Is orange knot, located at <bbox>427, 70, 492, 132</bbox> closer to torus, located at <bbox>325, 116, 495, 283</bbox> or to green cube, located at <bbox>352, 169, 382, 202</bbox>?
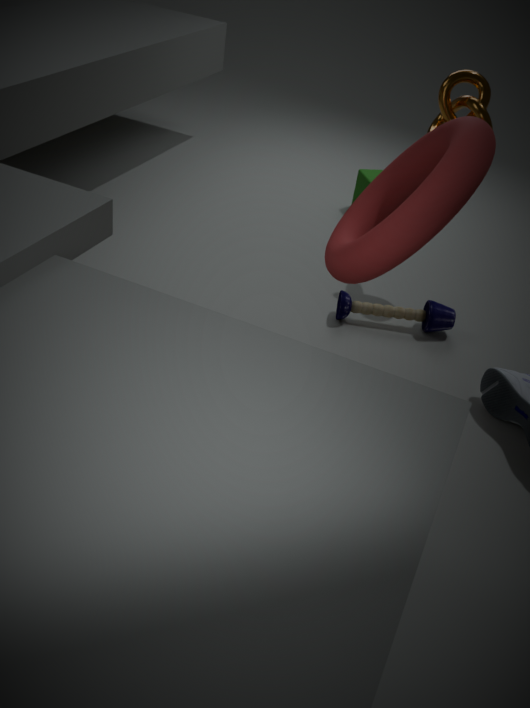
torus, located at <bbox>325, 116, 495, 283</bbox>
